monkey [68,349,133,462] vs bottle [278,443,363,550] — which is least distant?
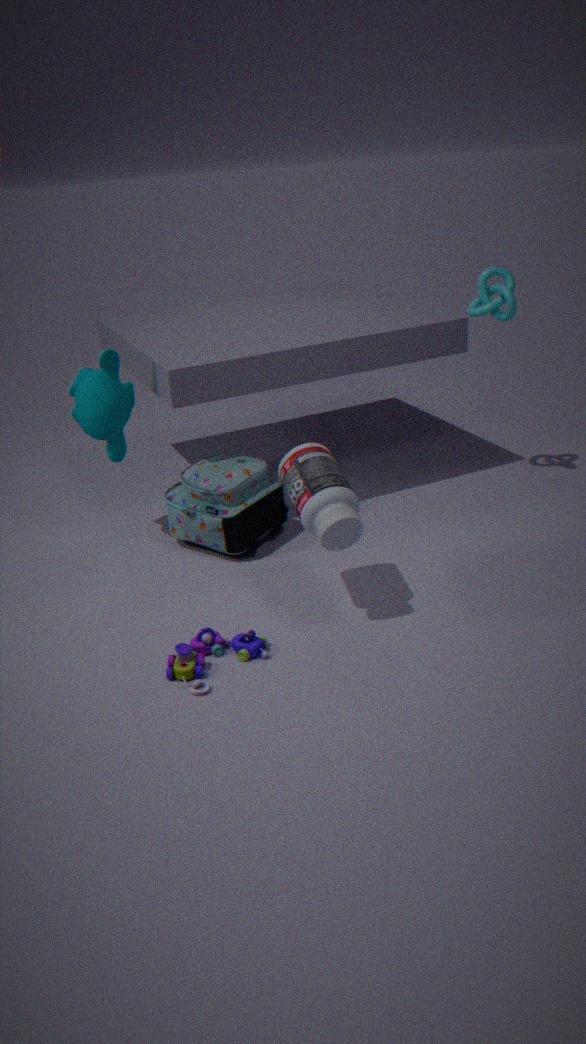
bottle [278,443,363,550]
